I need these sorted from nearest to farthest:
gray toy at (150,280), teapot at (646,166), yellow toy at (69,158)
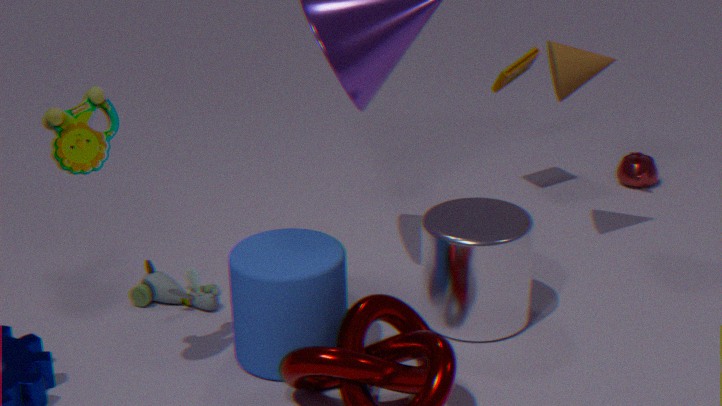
yellow toy at (69,158) < gray toy at (150,280) < teapot at (646,166)
